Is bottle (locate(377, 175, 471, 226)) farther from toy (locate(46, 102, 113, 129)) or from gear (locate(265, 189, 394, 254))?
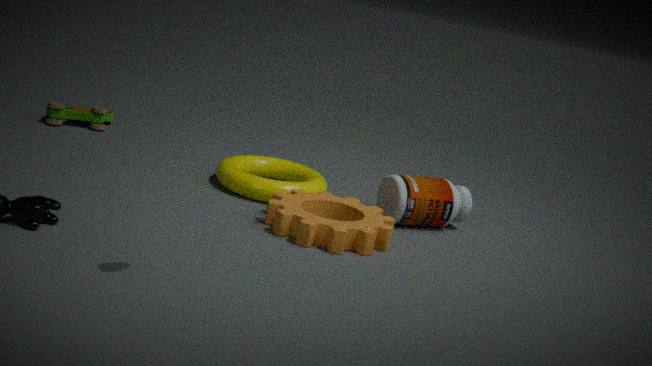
toy (locate(46, 102, 113, 129))
